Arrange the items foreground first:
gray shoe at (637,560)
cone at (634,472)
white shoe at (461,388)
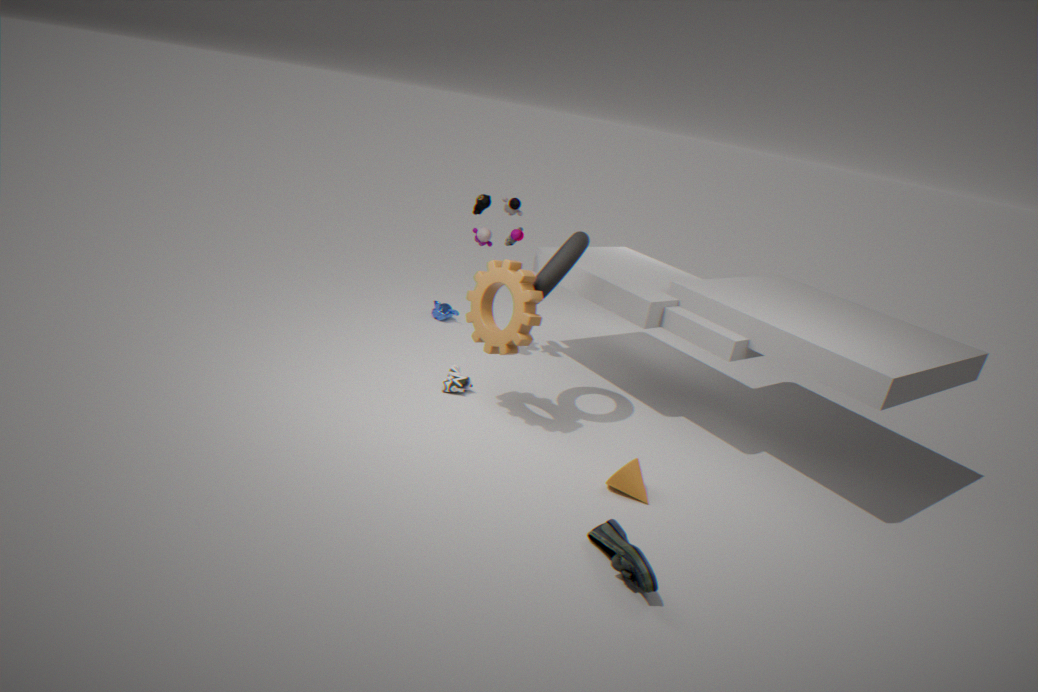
gray shoe at (637,560) → cone at (634,472) → white shoe at (461,388)
